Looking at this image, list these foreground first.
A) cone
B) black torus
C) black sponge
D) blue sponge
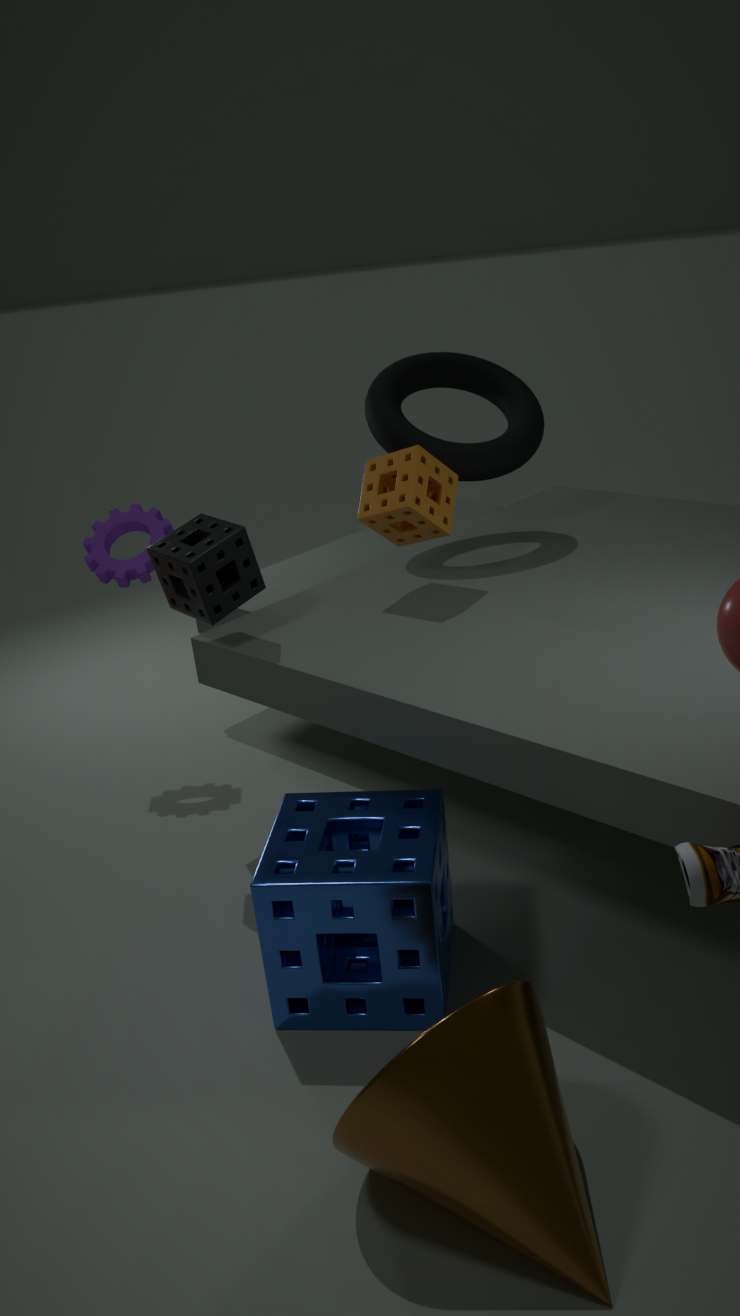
cone
blue sponge
black sponge
black torus
